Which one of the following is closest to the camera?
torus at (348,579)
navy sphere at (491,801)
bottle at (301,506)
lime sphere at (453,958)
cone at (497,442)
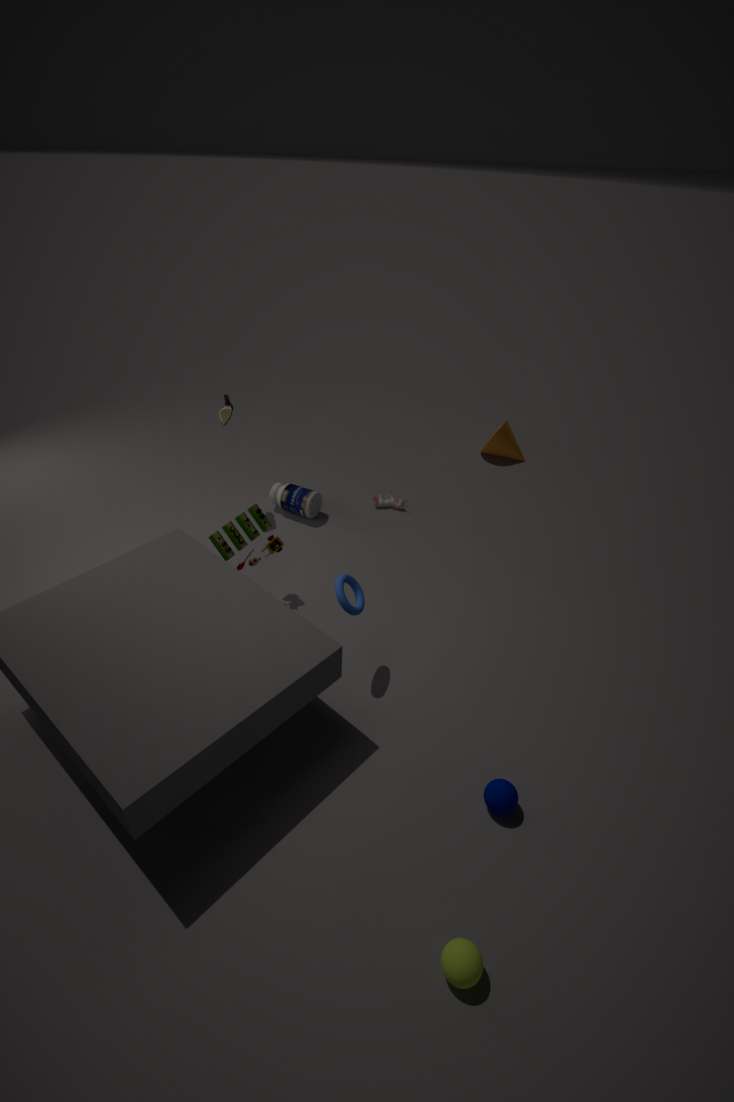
lime sphere at (453,958)
